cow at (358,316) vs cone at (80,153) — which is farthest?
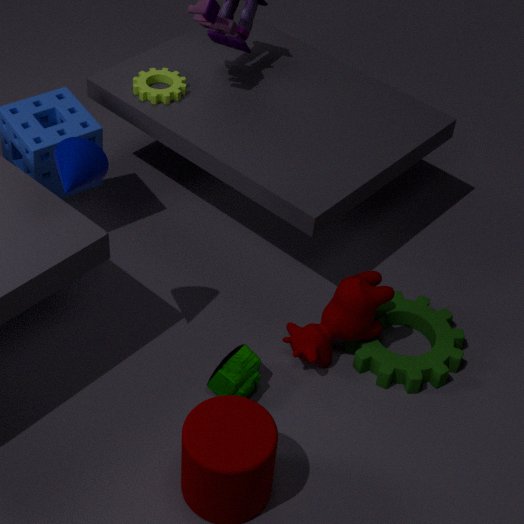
cow at (358,316)
